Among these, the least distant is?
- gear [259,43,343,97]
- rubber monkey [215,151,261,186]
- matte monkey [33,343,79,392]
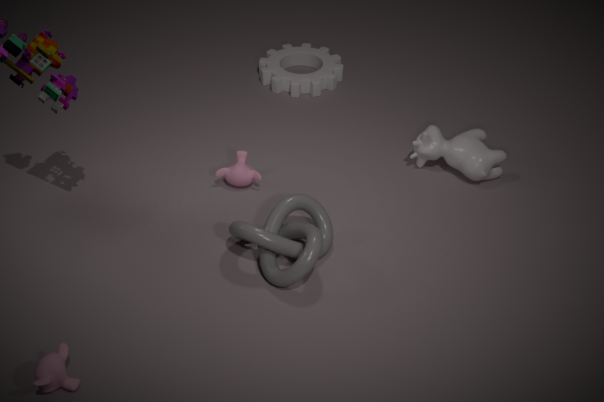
matte monkey [33,343,79,392]
